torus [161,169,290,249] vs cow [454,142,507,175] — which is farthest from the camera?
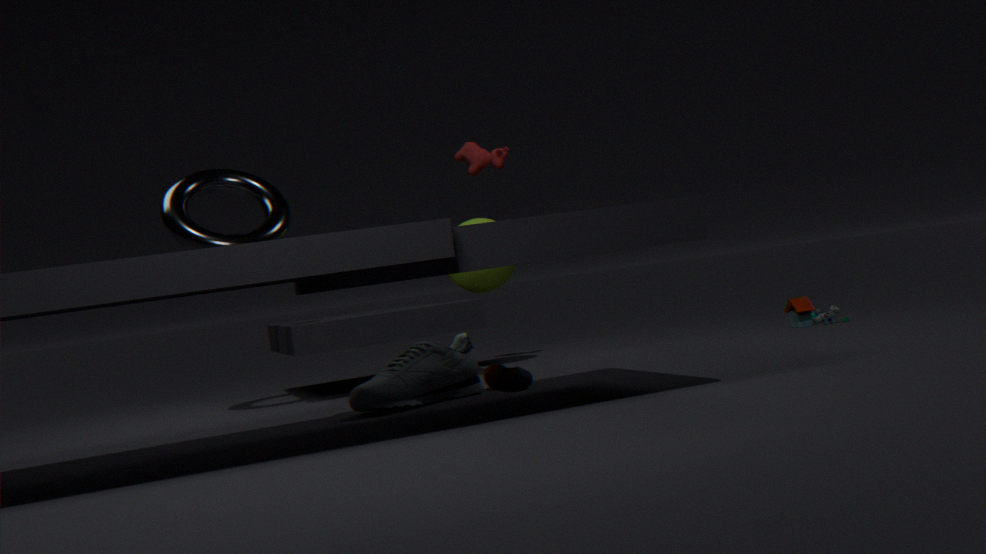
cow [454,142,507,175]
